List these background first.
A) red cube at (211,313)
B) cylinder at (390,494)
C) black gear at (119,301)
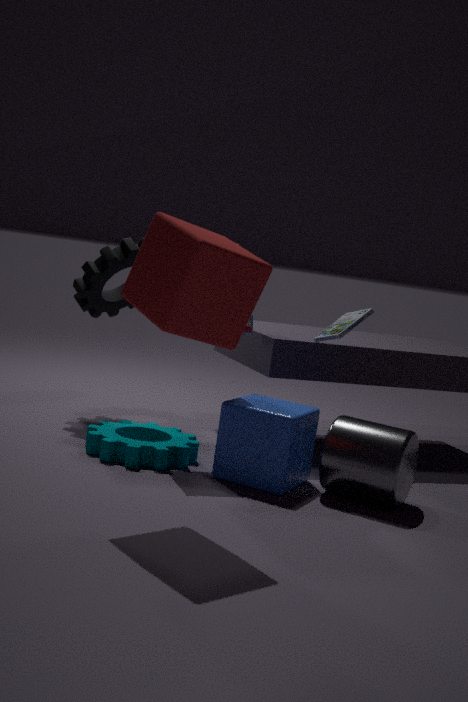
C. black gear at (119,301) → B. cylinder at (390,494) → A. red cube at (211,313)
